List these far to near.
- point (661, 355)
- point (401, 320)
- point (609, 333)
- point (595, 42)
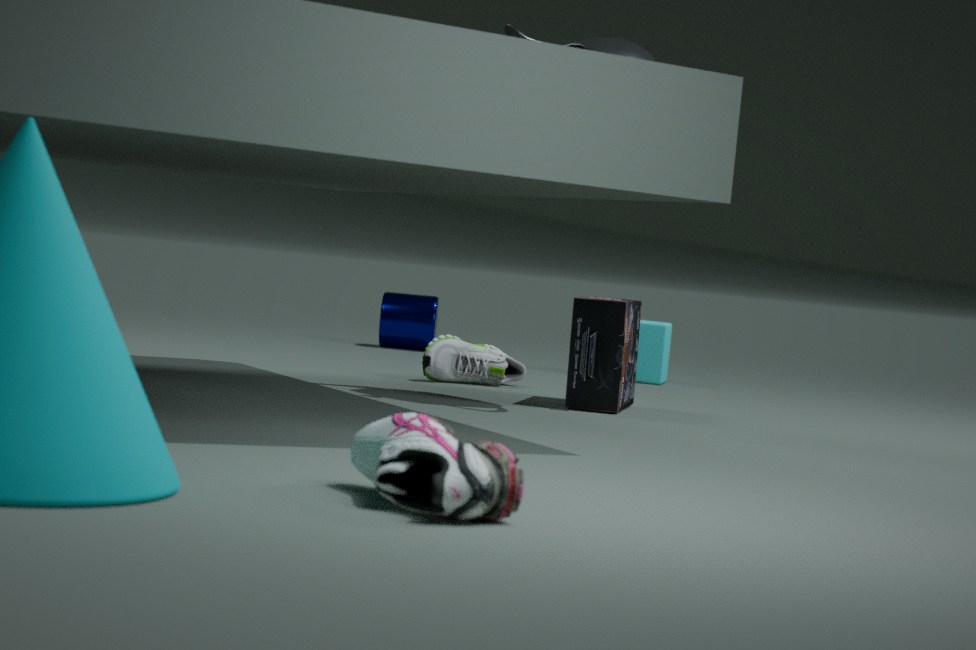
point (401, 320) → point (661, 355) → point (609, 333) → point (595, 42)
